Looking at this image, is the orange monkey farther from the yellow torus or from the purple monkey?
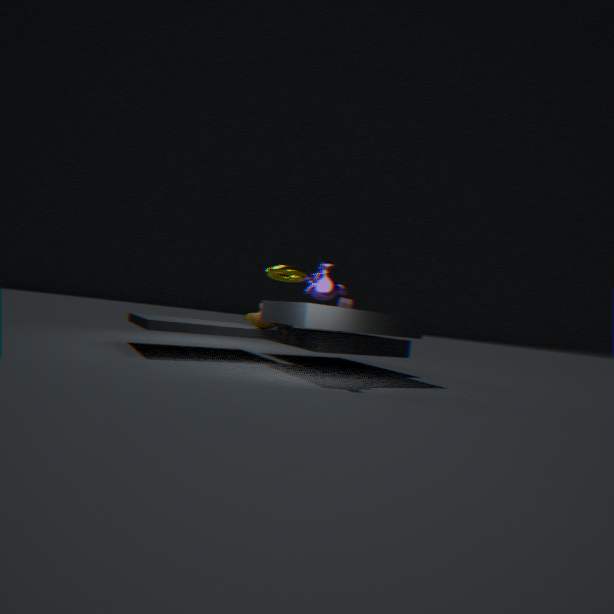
the purple monkey
